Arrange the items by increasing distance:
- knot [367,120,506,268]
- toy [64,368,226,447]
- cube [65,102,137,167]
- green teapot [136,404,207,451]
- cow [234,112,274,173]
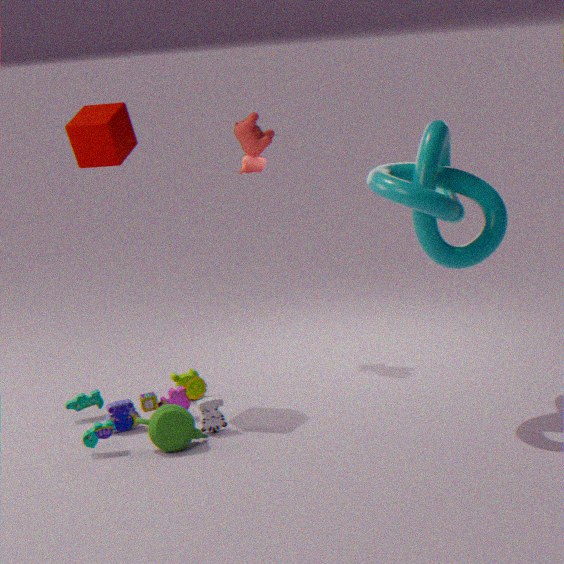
knot [367,120,506,268] → green teapot [136,404,207,451] → toy [64,368,226,447] → cube [65,102,137,167] → cow [234,112,274,173]
